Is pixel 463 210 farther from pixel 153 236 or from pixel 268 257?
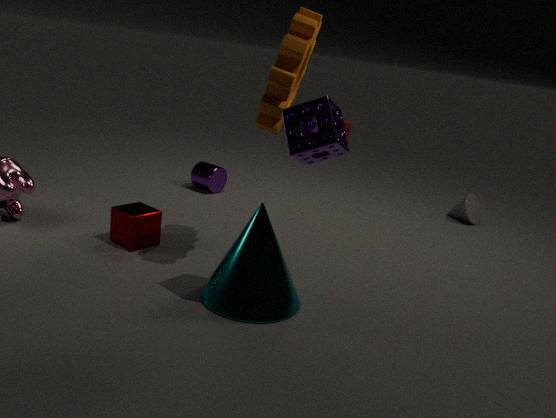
A: pixel 153 236
